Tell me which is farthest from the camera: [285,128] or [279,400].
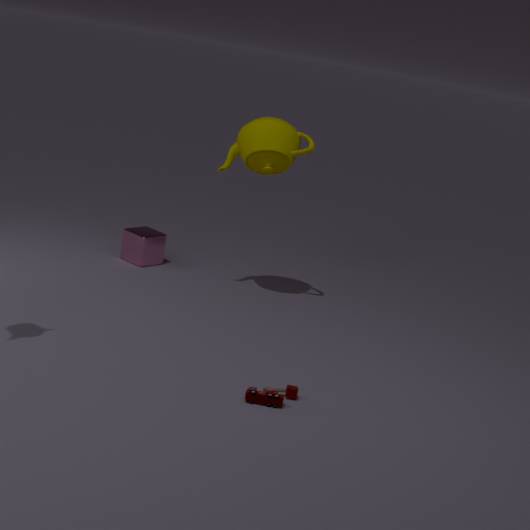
[285,128]
